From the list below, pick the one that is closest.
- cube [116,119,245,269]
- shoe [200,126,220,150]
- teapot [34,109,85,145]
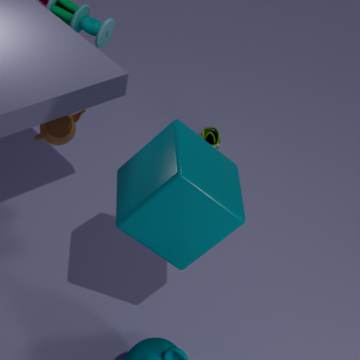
cube [116,119,245,269]
